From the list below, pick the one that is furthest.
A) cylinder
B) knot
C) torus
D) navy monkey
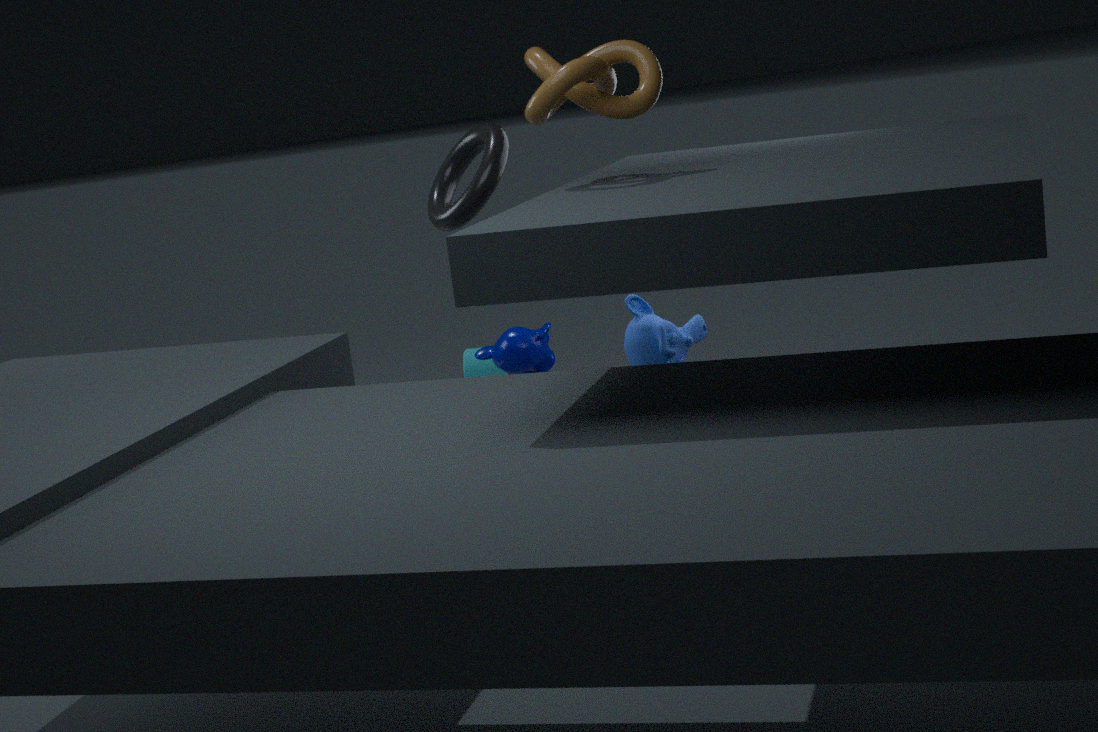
cylinder
